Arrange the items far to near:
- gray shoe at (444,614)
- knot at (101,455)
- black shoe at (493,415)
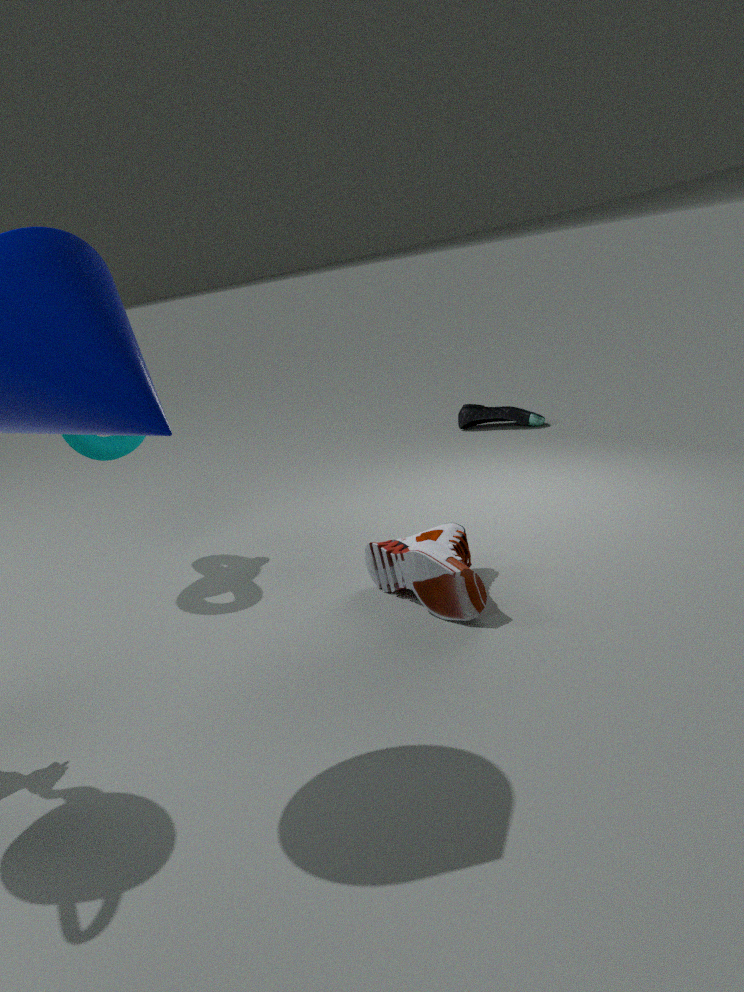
1. black shoe at (493,415)
2. knot at (101,455)
3. gray shoe at (444,614)
